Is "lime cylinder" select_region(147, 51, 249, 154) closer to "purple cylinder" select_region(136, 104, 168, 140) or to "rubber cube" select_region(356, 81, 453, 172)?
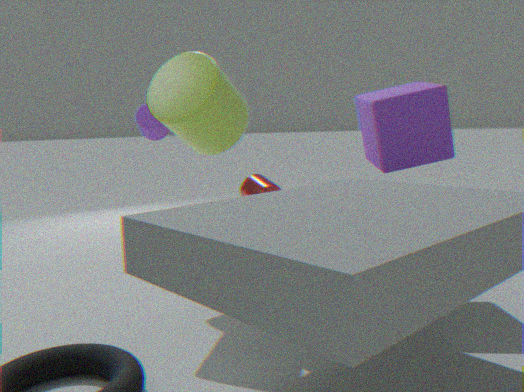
"rubber cube" select_region(356, 81, 453, 172)
